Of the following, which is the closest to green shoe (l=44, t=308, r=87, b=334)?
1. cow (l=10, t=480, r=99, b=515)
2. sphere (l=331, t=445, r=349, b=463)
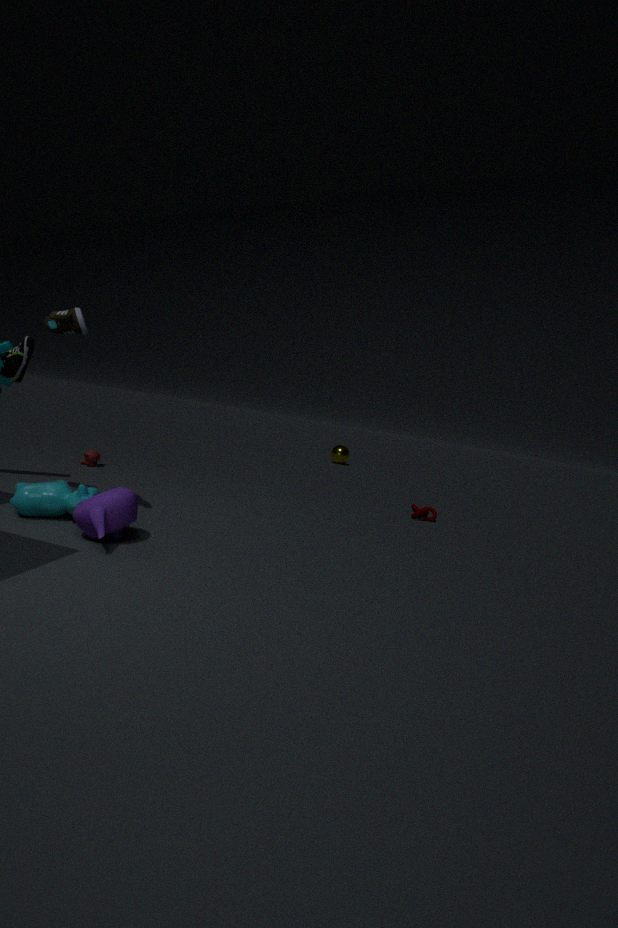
cow (l=10, t=480, r=99, b=515)
